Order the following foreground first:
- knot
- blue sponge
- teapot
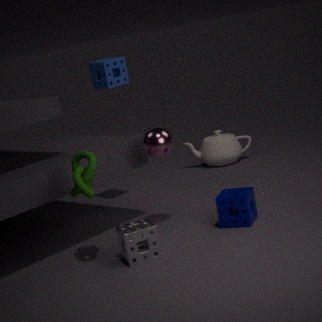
knot < blue sponge < teapot
